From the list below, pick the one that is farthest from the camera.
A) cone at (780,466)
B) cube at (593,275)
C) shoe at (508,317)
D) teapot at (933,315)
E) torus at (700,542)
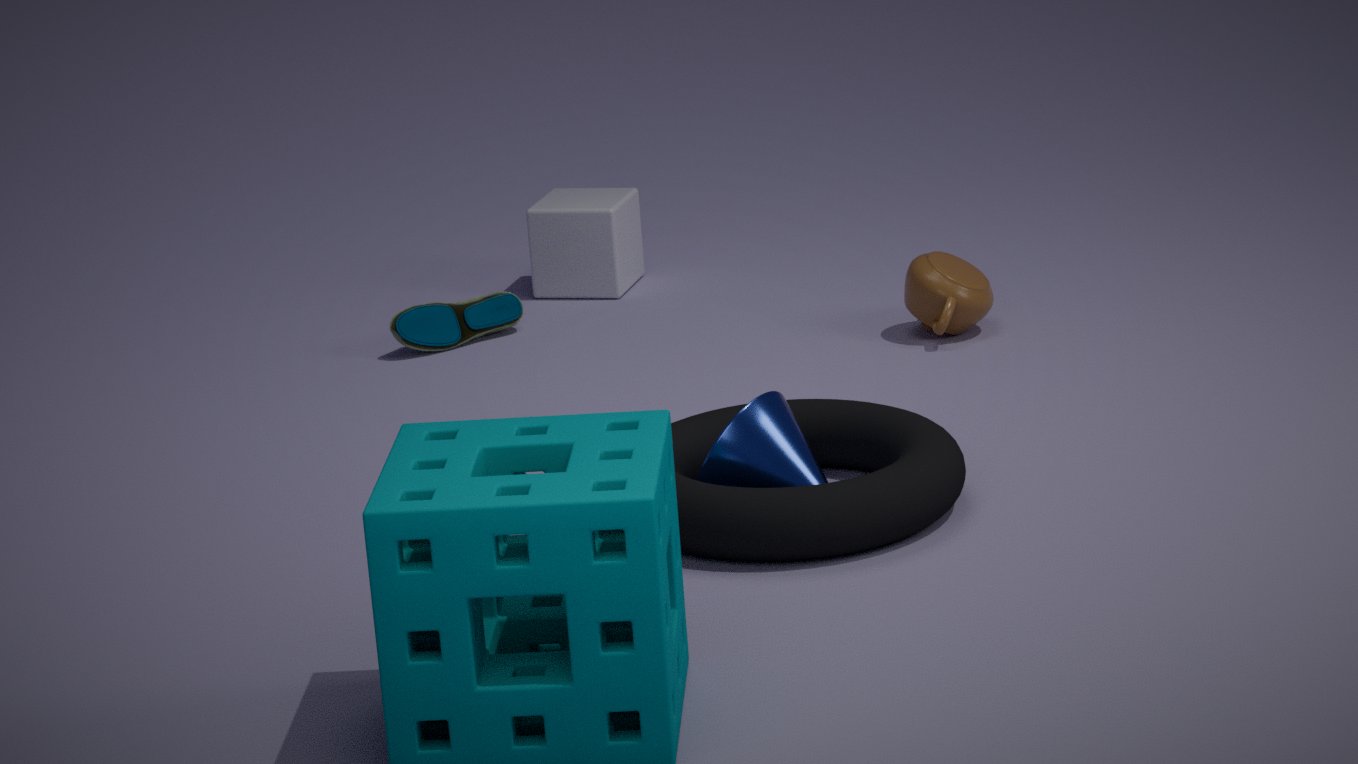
cube at (593,275)
